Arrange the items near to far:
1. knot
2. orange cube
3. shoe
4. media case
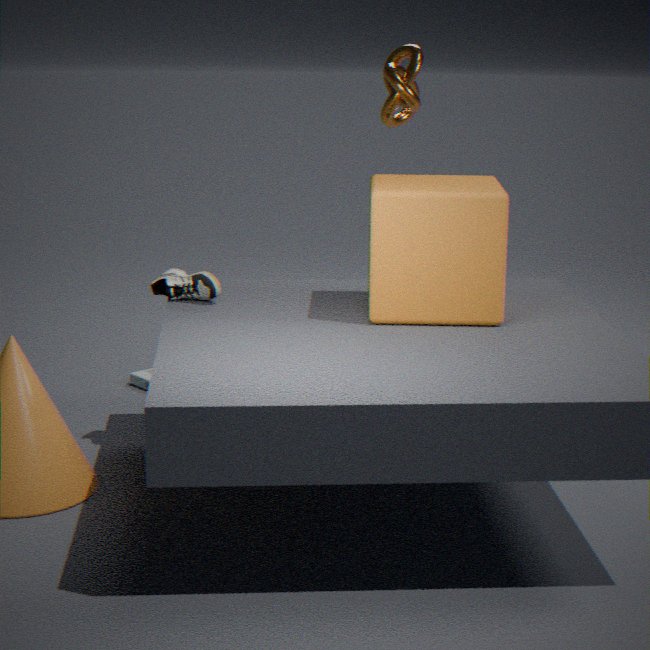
1. orange cube
2. shoe
3. knot
4. media case
